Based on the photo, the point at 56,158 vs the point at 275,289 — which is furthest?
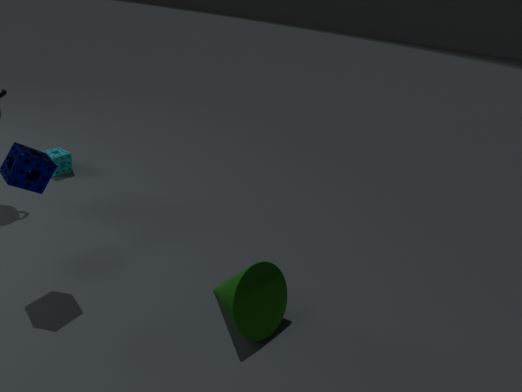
the point at 56,158
